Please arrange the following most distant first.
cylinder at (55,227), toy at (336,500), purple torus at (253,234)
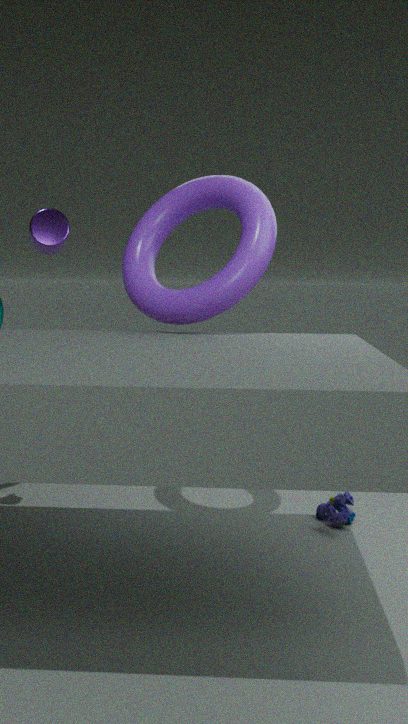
cylinder at (55,227) → toy at (336,500) → purple torus at (253,234)
